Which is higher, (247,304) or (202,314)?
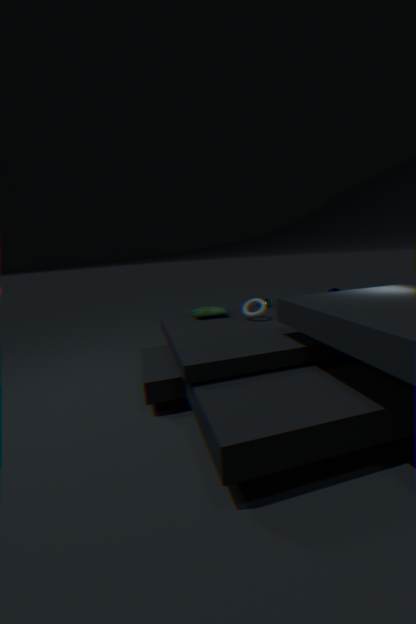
(247,304)
